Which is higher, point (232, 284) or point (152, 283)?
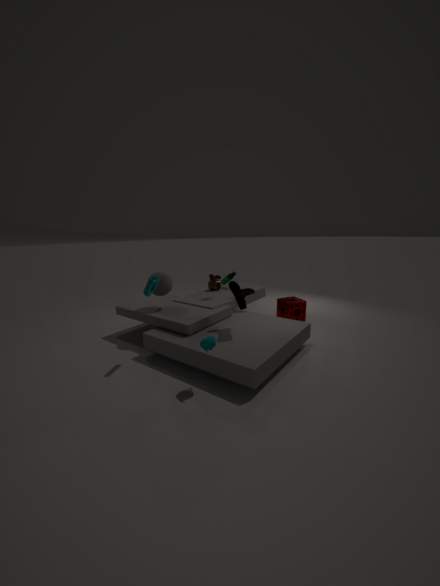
point (152, 283)
